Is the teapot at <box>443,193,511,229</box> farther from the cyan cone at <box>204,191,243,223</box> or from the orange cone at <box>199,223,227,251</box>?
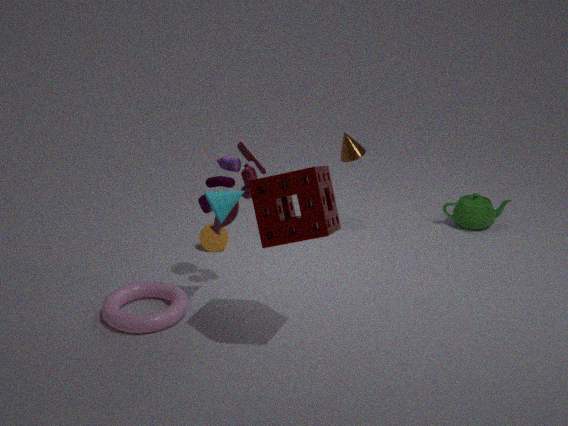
the cyan cone at <box>204,191,243,223</box>
